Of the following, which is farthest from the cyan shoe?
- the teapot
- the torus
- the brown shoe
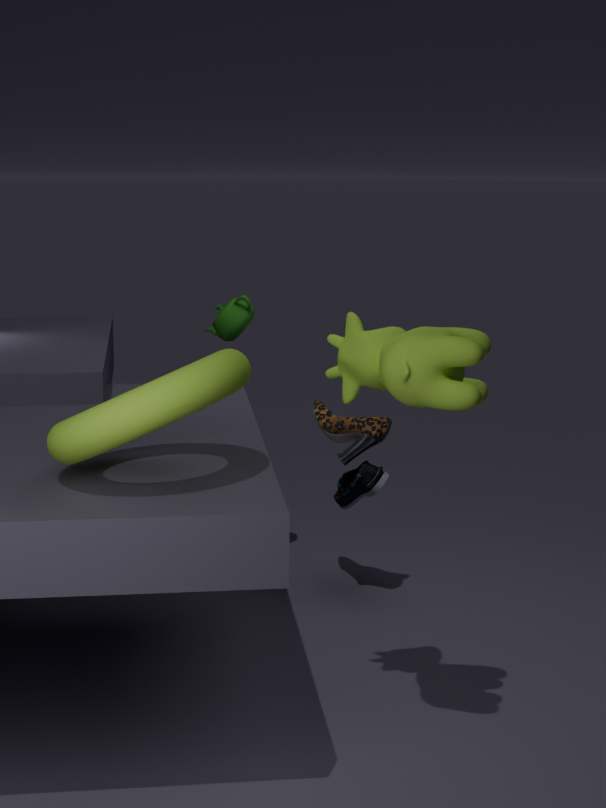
the torus
